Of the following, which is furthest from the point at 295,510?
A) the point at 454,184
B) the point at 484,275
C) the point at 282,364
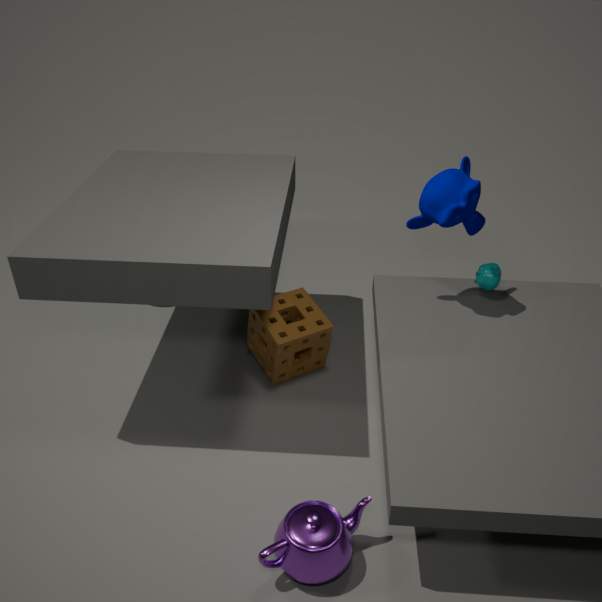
the point at 454,184
